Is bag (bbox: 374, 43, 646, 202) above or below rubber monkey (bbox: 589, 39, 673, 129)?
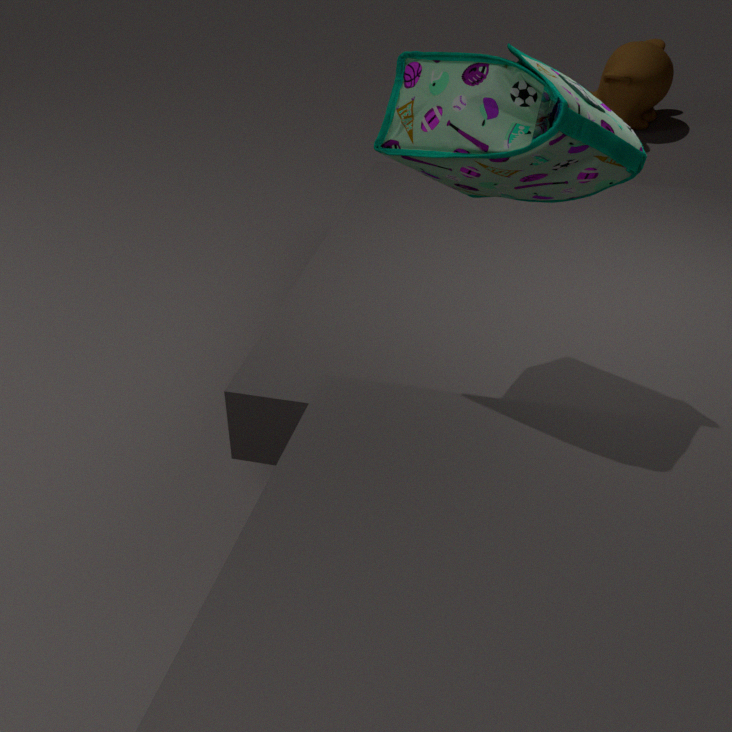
above
